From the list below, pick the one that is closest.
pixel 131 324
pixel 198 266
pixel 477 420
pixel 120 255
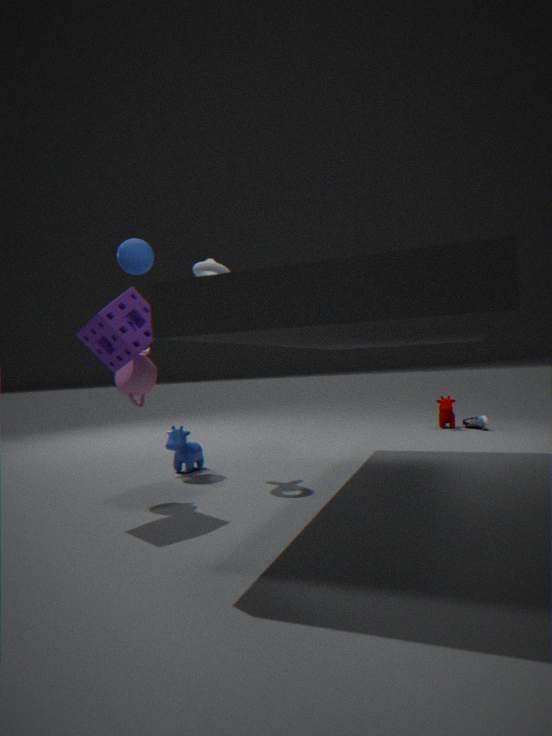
pixel 131 324
